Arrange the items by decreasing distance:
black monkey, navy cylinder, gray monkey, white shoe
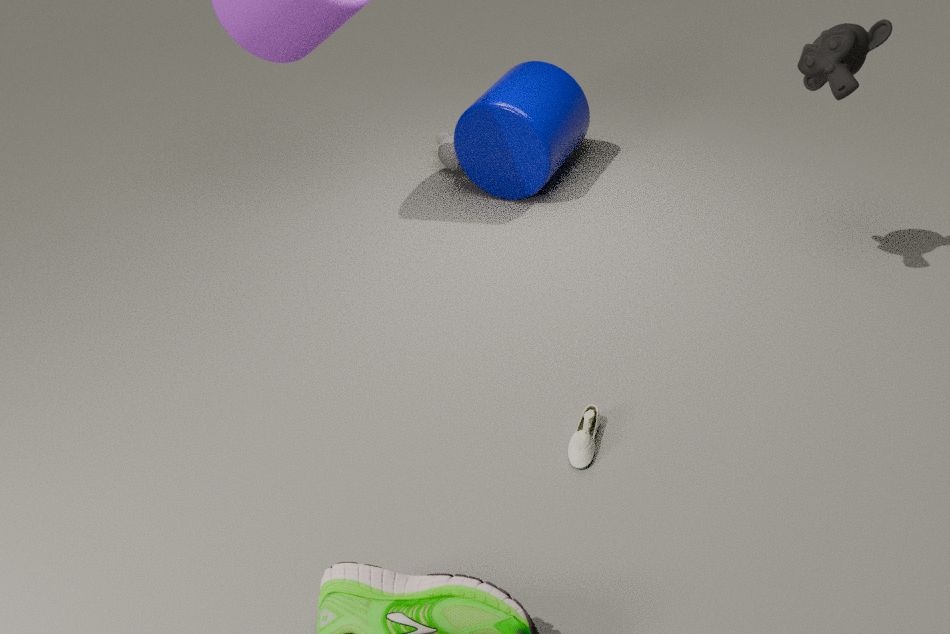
gray monkey < navy cylinder < black monkey < white shoe
